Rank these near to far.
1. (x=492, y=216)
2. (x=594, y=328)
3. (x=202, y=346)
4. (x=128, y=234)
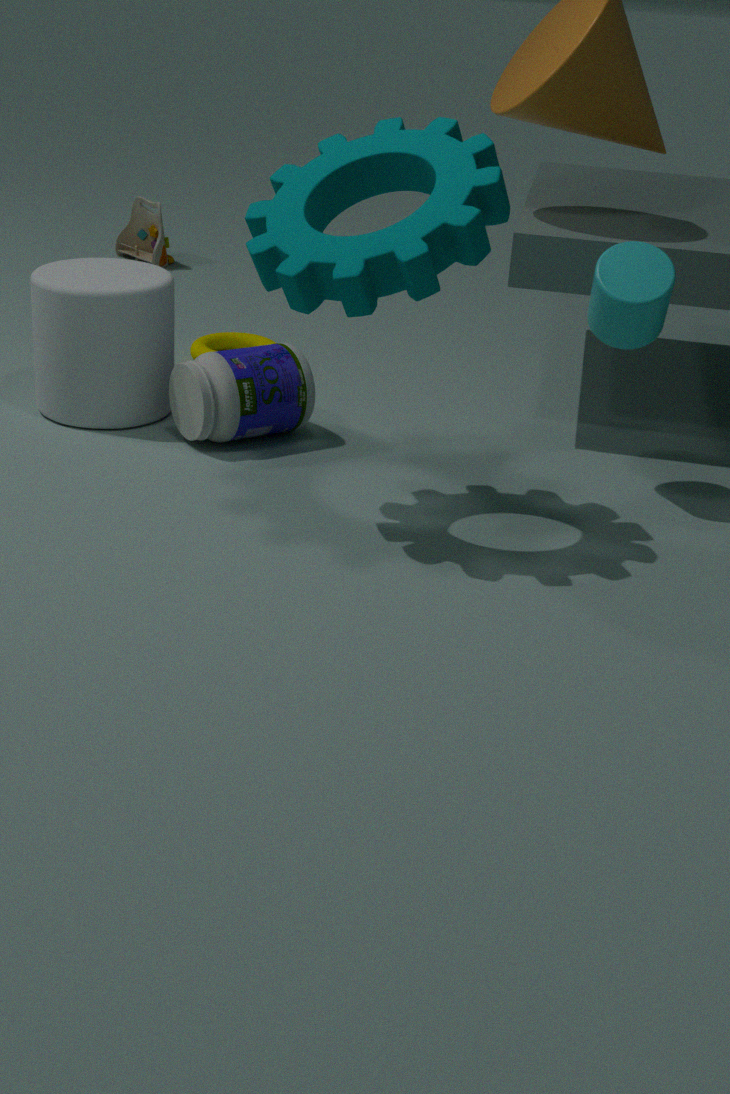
(x=492, y=216) < (x=594, y=328) < (x=202, y=346) < (x=128, y=234)
